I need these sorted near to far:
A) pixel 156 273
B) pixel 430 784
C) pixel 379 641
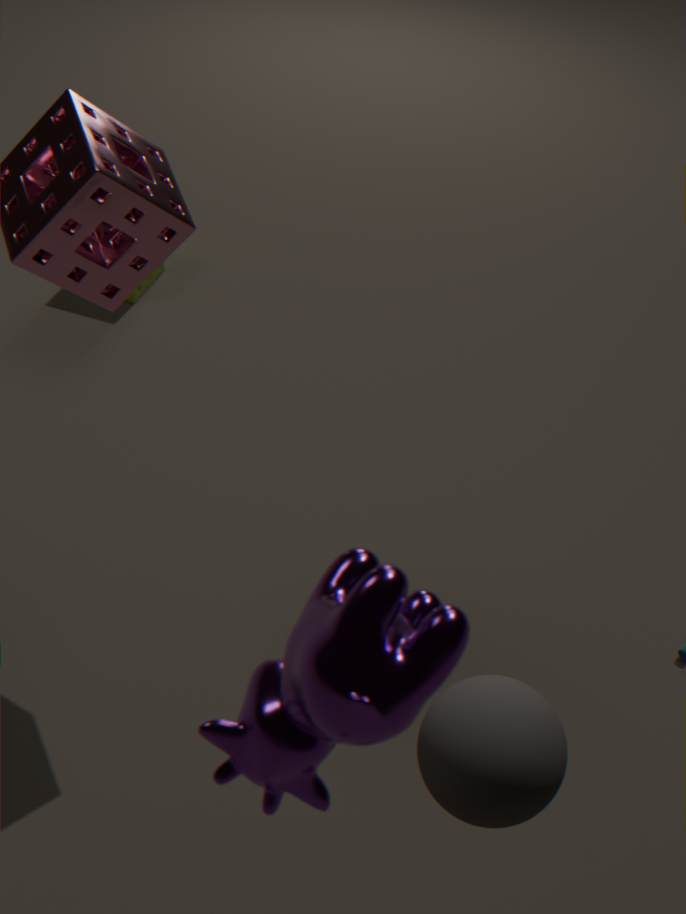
1. pixel 379 641
2. pixel 430 784
3. pixel 156 273
